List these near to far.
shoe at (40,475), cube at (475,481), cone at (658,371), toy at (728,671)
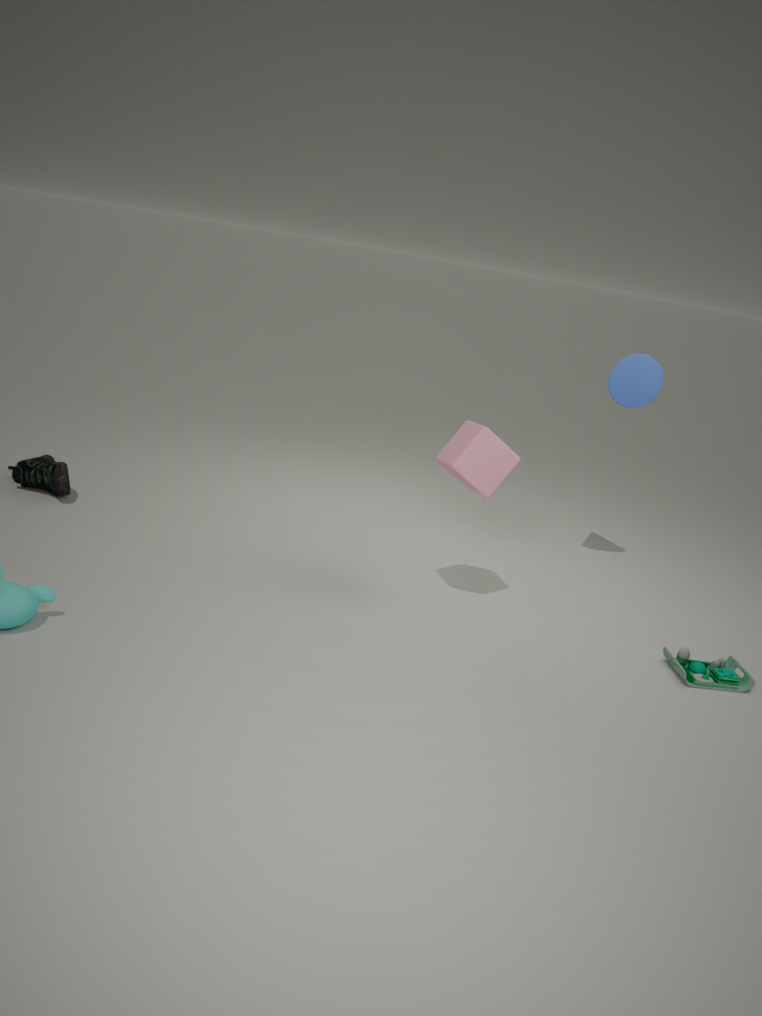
toy at (728,671) < cube at (475,481) < cone at (658,371) < shoe at (40,475)
